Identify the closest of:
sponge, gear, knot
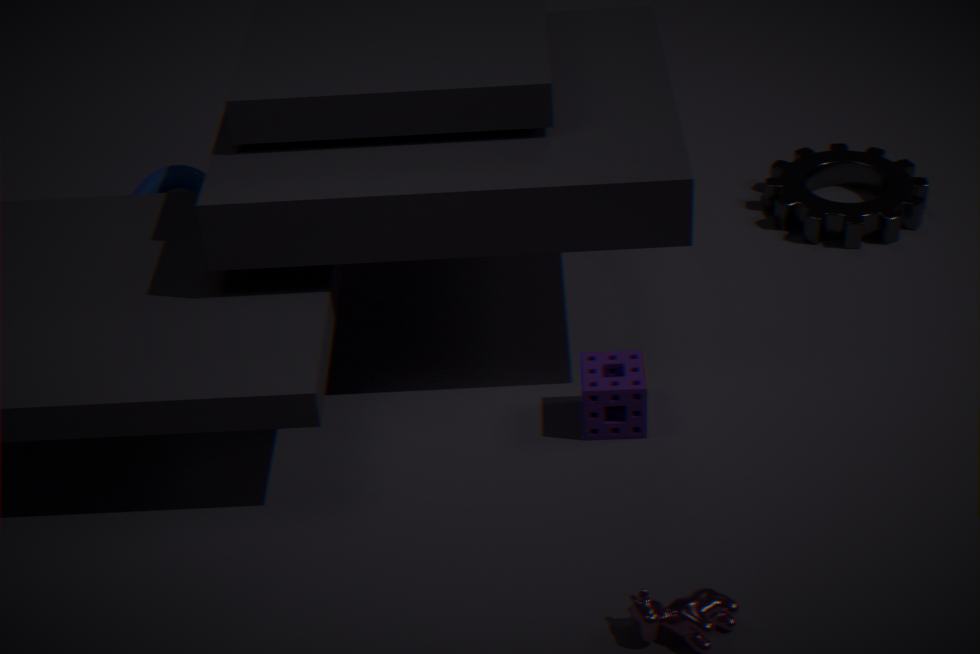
sponge
